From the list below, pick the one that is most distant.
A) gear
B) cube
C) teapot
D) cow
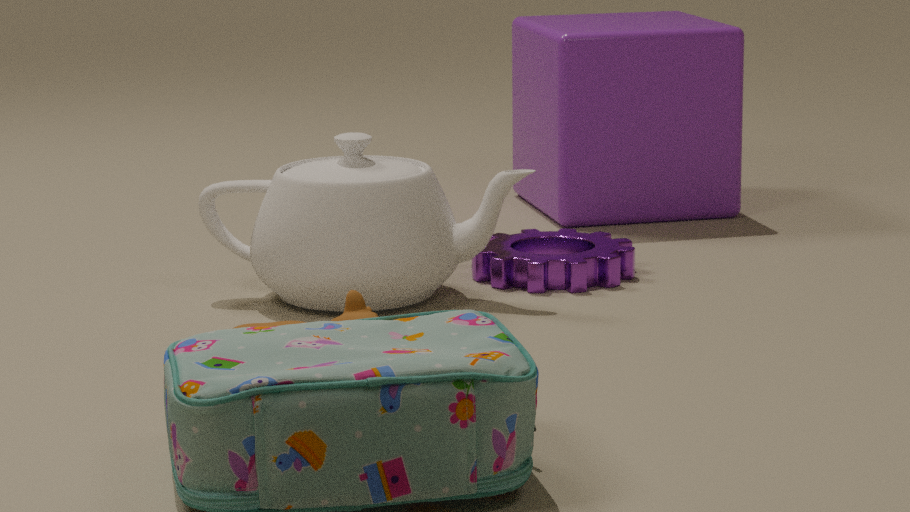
cube
